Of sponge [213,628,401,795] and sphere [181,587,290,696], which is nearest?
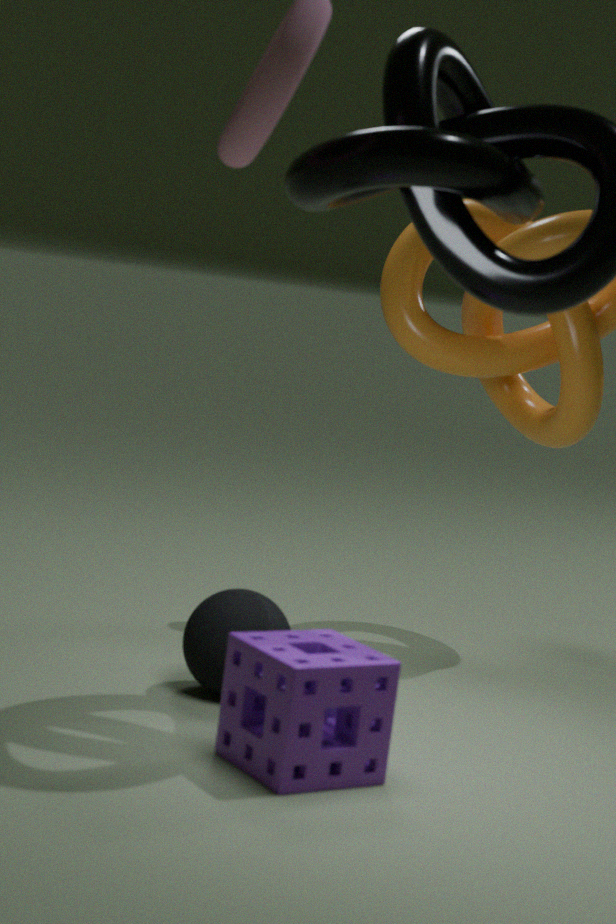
sponge [213,628,401,795]
